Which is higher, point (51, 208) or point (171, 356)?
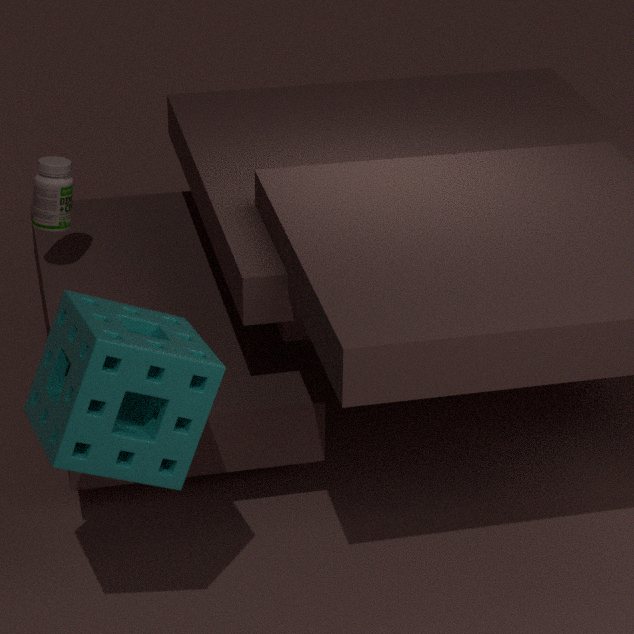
point (171, 356)
